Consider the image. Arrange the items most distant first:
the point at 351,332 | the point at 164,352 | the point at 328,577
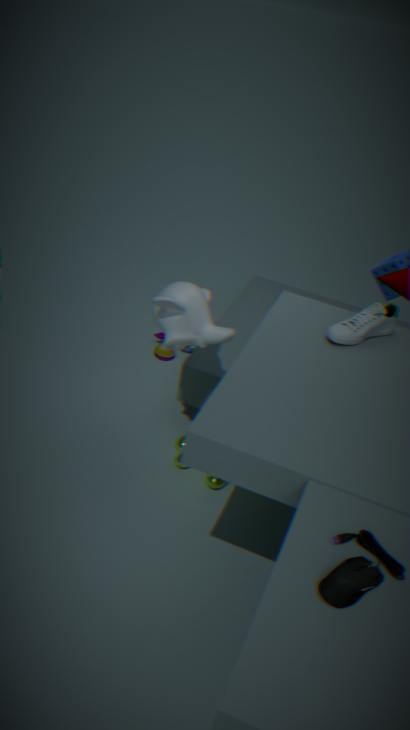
the point at 164,352 < the point at 351,332 < the point at 328,577
